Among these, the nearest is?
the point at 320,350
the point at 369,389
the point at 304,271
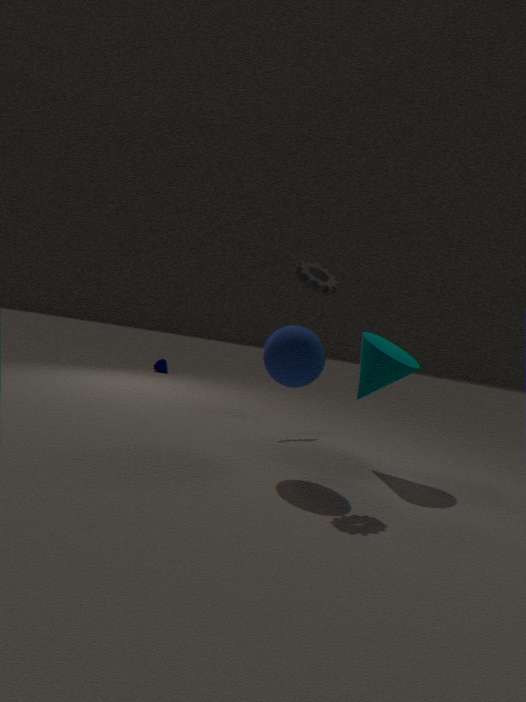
the point at 320,350
